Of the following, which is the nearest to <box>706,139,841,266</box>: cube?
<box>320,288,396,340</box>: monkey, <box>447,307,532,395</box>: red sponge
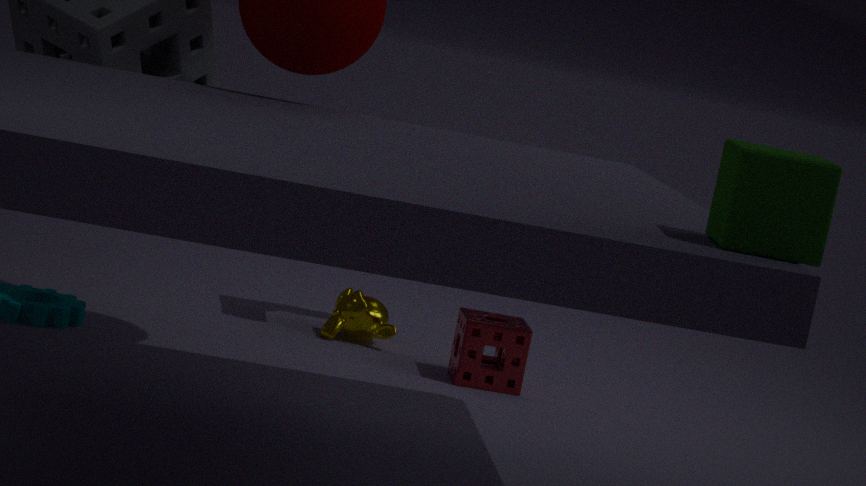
<box>447,307,532,395</box>: red sponge
